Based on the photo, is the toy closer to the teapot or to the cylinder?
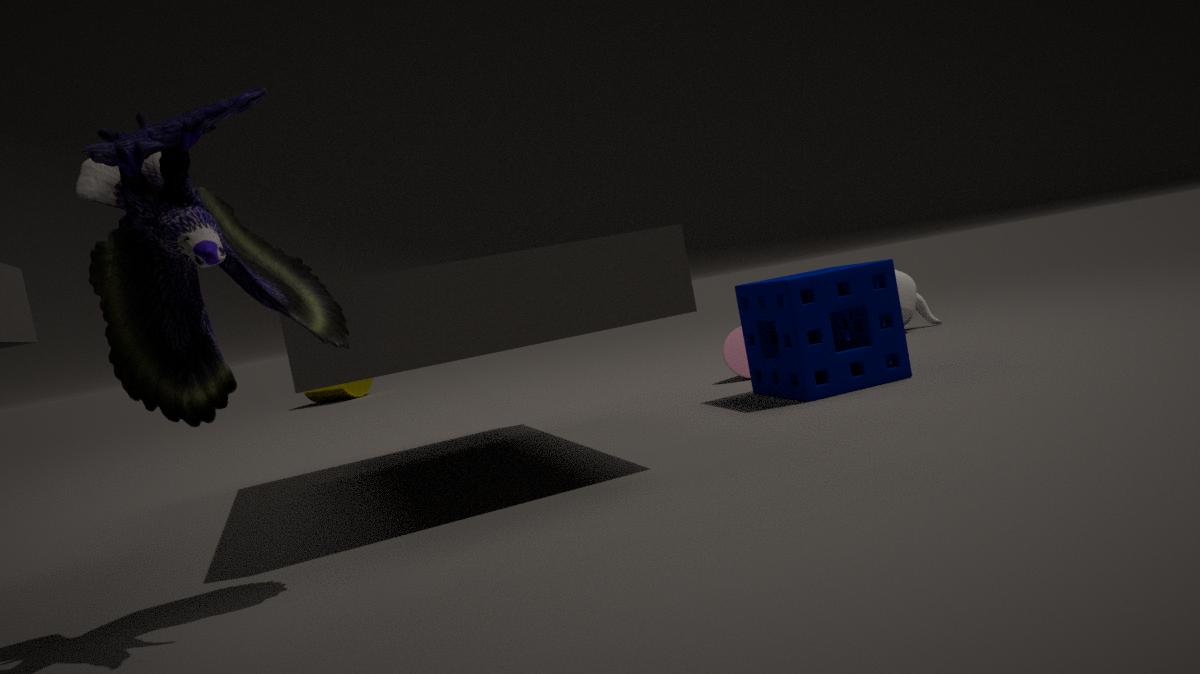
the teapot
